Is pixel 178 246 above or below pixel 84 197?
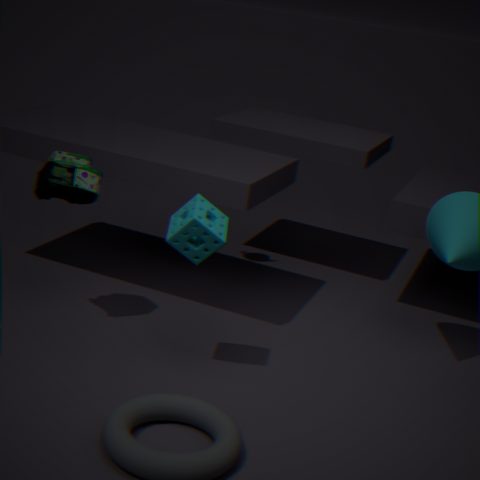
below
